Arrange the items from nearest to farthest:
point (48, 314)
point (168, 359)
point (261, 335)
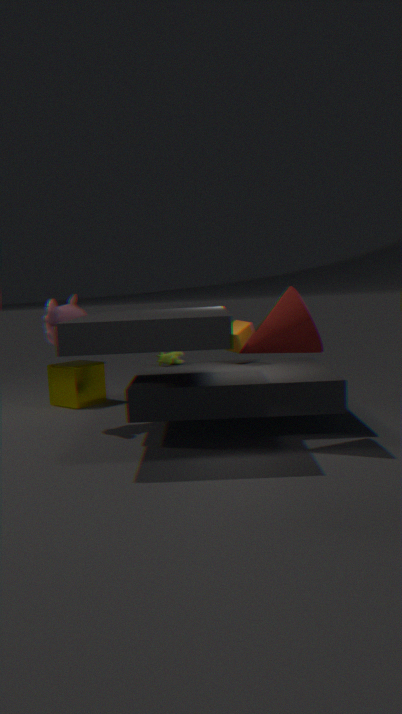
point (261, 335) → point (48, 314) → point (168, 359)
